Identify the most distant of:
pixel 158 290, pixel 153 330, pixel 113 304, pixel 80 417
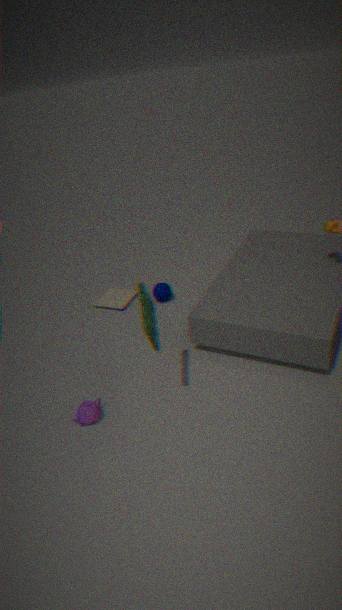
pixel 113 304
